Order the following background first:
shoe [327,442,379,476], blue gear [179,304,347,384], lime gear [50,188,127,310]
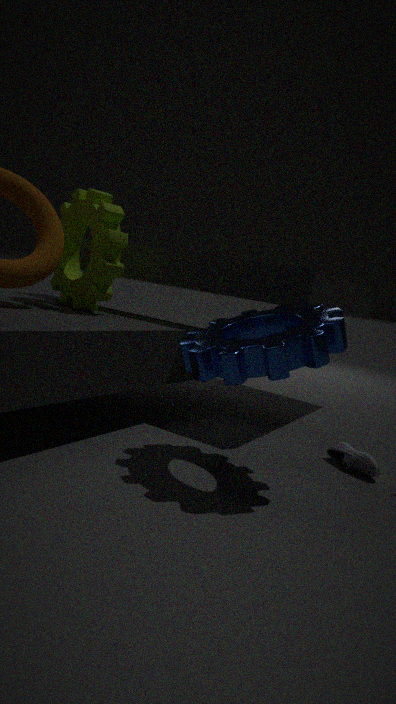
lime gear [50,188,127,310] → shoe [327,442,379,476] → blue gear [179,304,347,384]
